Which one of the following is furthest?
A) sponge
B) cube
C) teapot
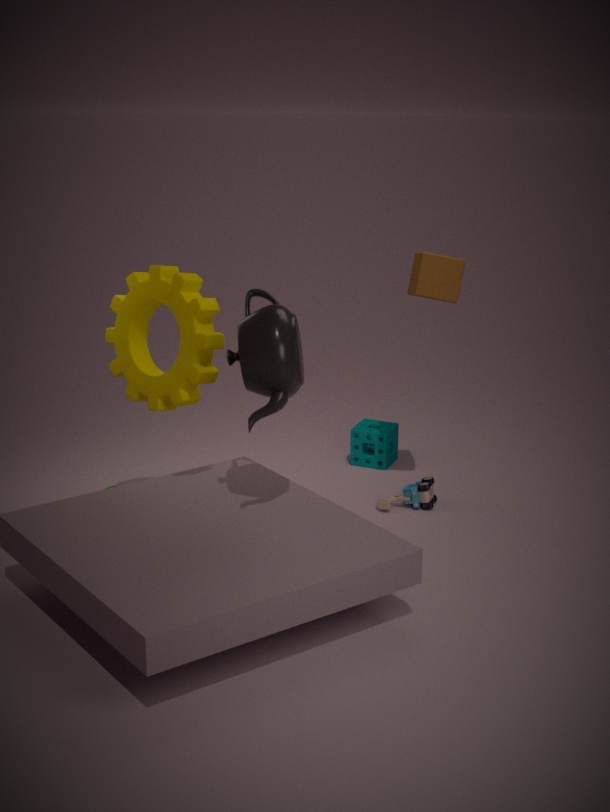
sponge
